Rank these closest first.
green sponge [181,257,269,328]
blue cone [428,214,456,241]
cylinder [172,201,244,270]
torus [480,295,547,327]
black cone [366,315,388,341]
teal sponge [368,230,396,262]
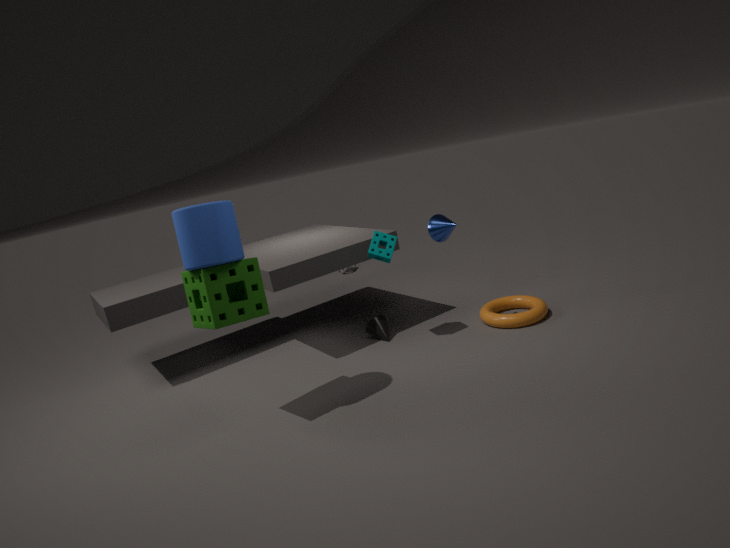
cylinder [172,201,244,270]
green sponge [181,257,269,328]
blue cone [428,214,456,241]
teal sponge [368,230,396,262]
torus [480,295,547,327]
black cone [366,315,388,341]
